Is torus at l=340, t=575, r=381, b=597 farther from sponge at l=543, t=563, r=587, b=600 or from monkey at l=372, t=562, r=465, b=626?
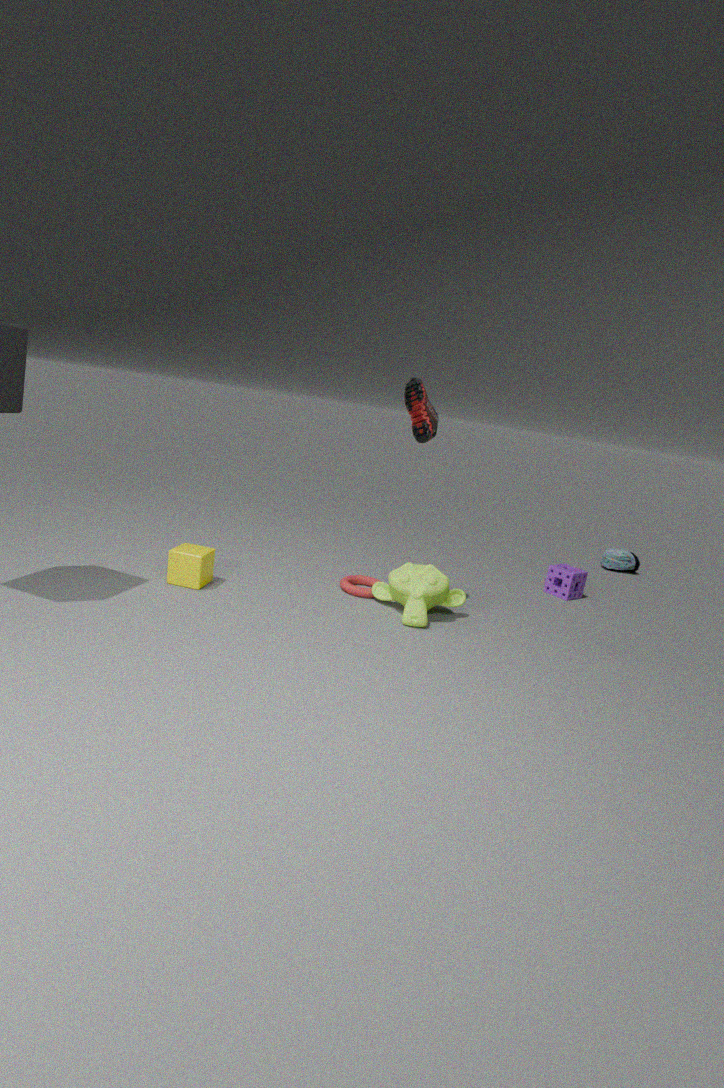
sponge at l=543, t=563, r=587, b=600
